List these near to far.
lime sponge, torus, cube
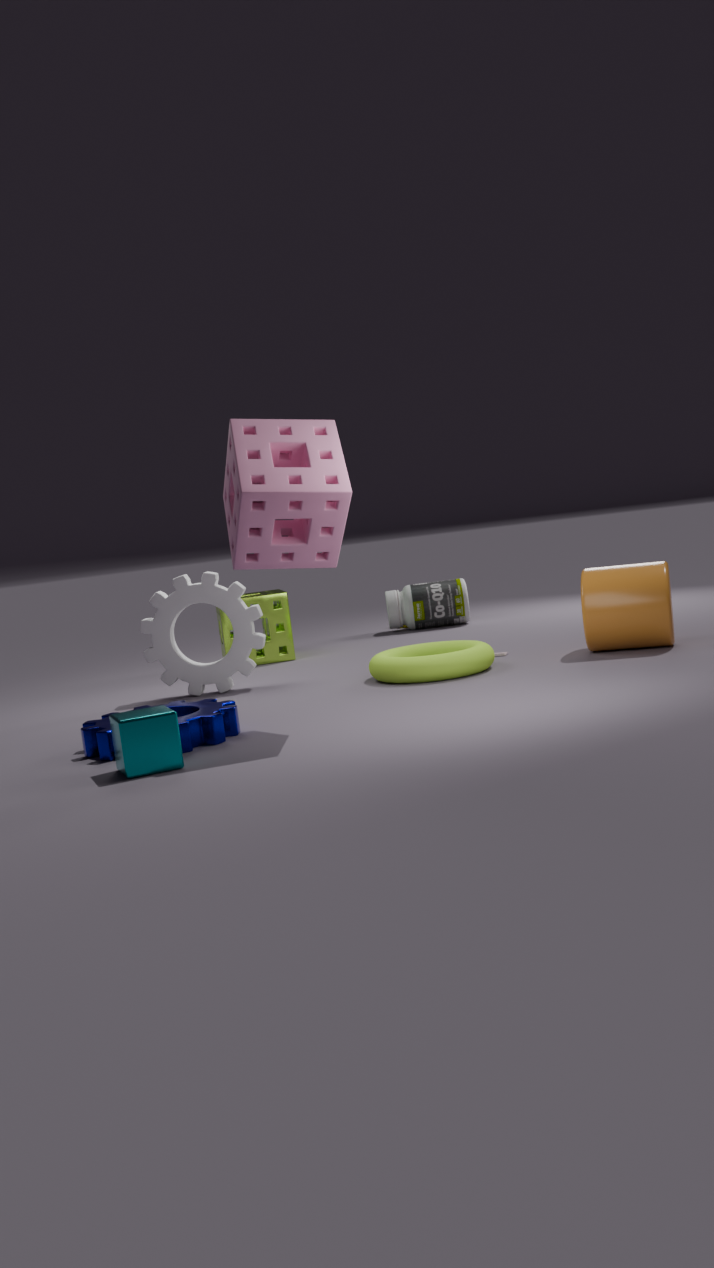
cube < torus < lime sponge
